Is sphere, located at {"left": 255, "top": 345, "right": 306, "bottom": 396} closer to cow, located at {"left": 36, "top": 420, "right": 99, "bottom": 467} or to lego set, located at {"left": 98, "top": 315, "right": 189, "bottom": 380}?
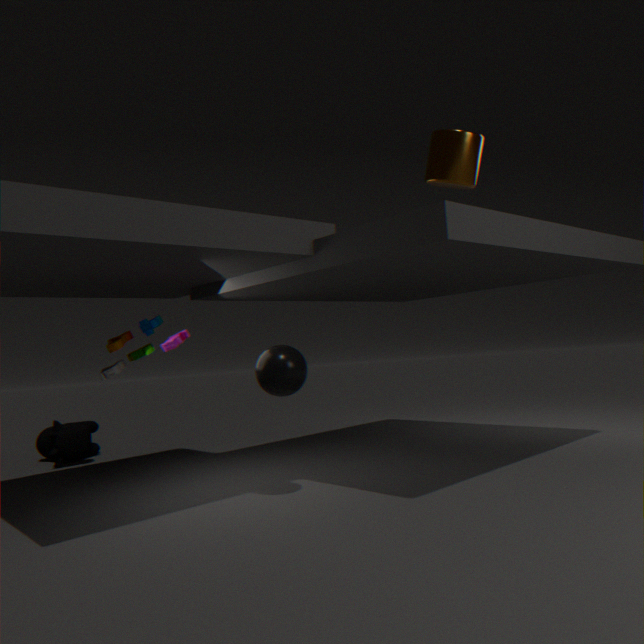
lego set, located at {"left": 98, "top": 315, "right": 189, "bottom": 380}
